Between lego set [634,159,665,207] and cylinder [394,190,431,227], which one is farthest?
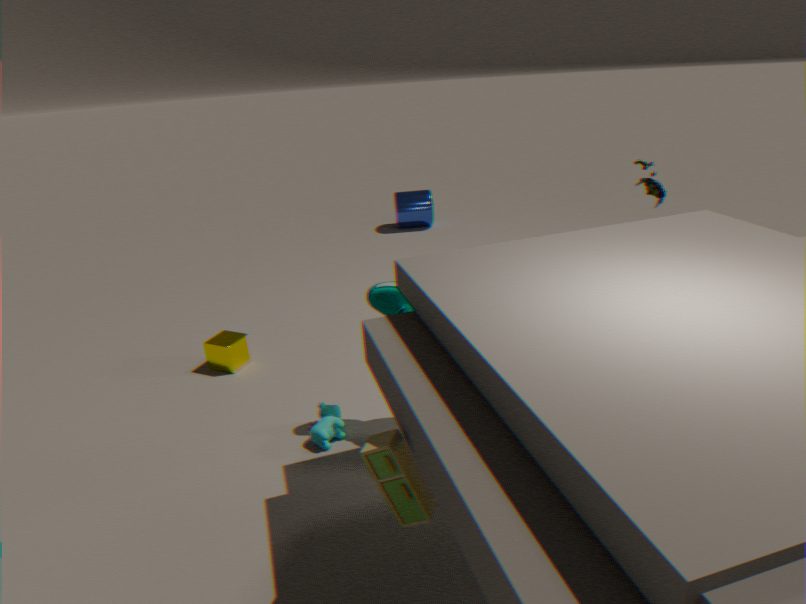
cylinder [394,190,431,227]
